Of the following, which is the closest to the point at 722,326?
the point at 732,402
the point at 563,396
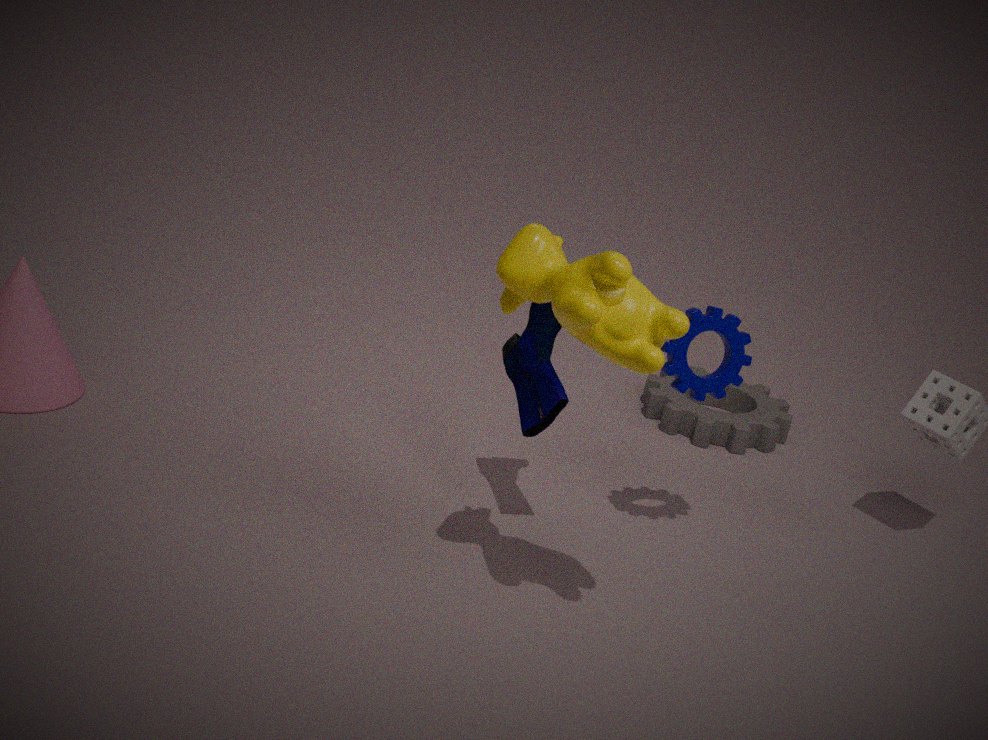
the point at 563,396
